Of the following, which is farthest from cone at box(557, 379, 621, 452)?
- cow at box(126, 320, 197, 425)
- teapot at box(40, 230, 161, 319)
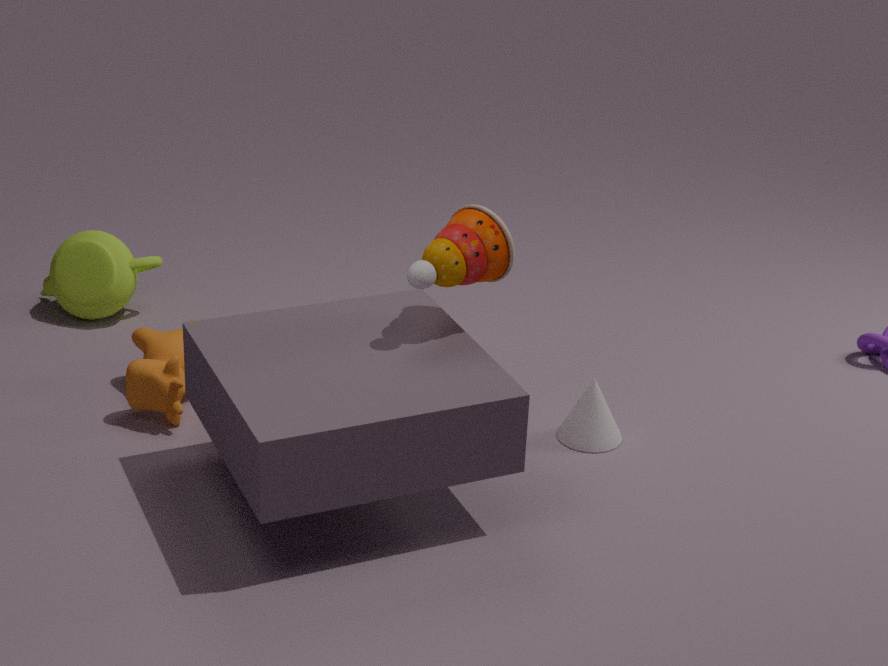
teapot at box(40, 230, 161, 319)
